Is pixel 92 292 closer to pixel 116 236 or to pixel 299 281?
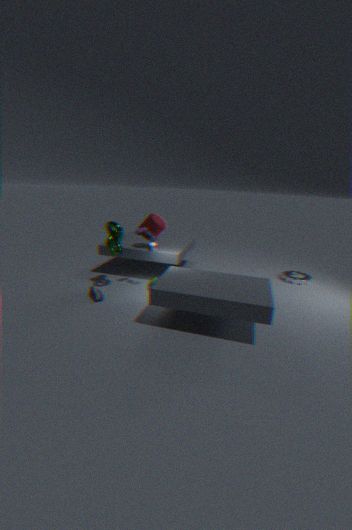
pixel 116 236
